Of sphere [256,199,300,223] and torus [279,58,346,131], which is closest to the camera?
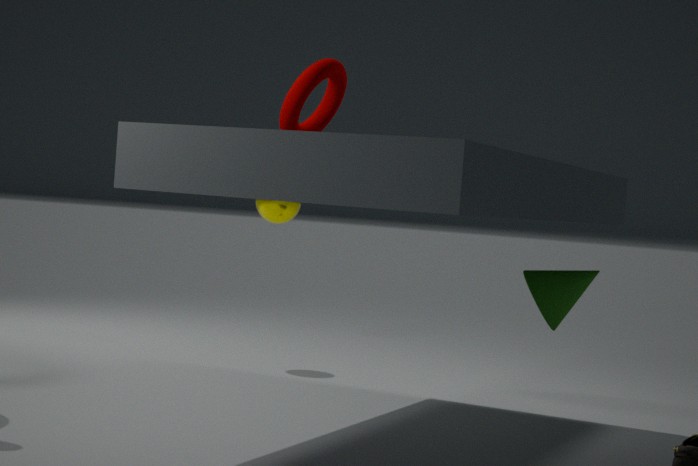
Answer: torus [279,58,346,131]
